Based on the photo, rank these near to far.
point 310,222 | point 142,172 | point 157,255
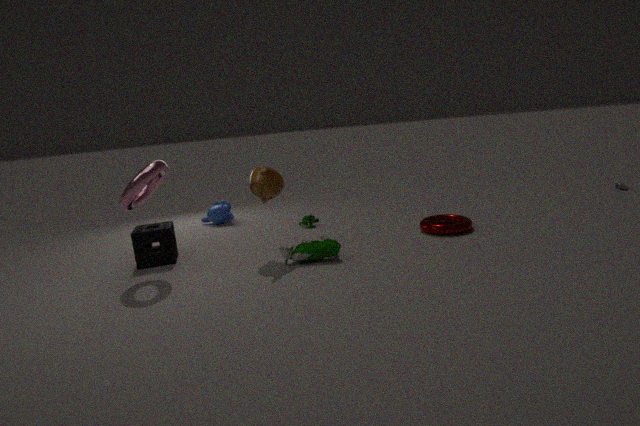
point 142,172
point 157,255
point 310,222
